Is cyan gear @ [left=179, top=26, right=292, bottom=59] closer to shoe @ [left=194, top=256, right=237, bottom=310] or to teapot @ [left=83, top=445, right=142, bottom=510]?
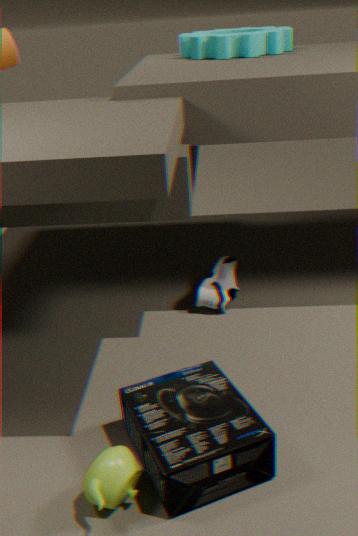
shoe @ [left=194, top=256, right=237, bottom=310]
